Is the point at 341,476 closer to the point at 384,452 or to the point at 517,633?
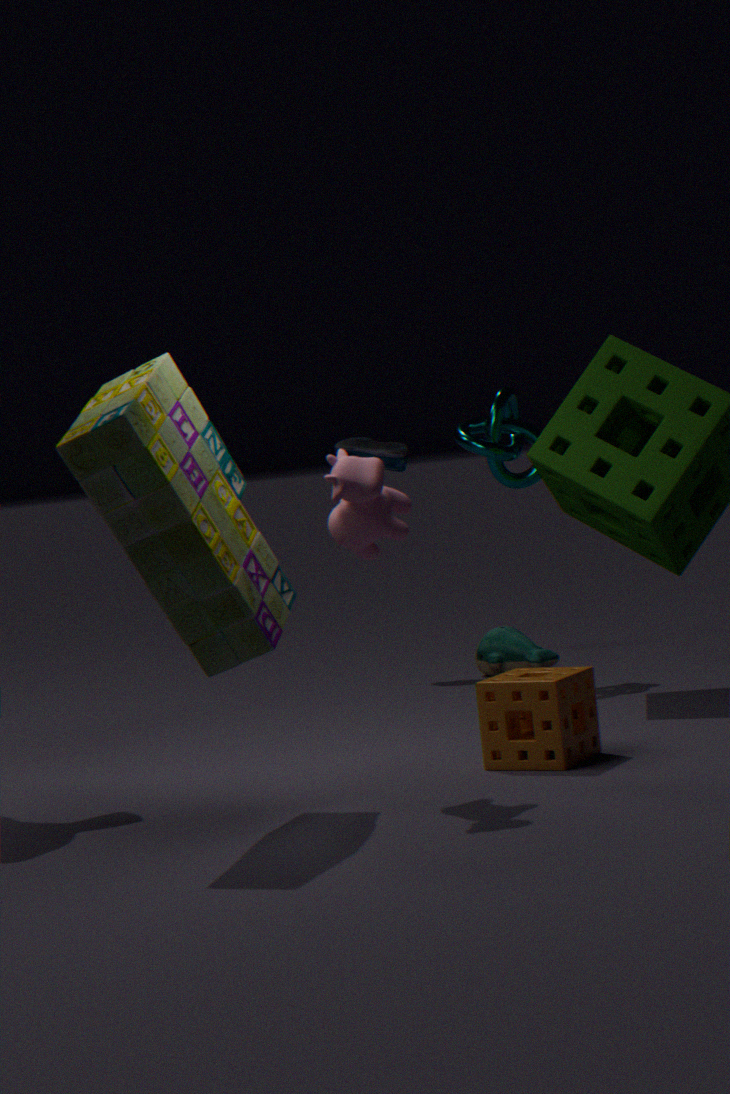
the point at 517,633
